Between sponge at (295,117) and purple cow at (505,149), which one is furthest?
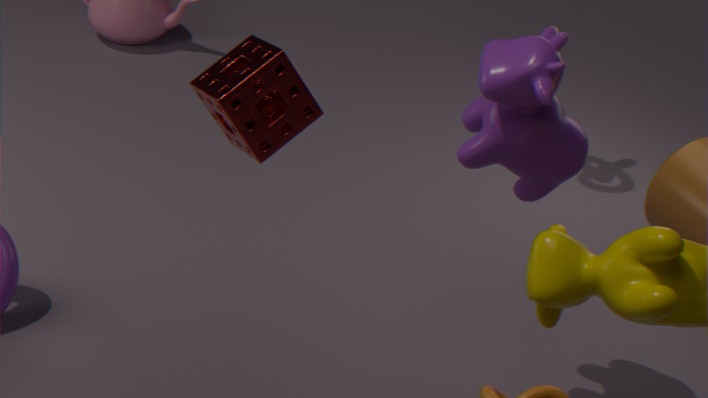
purple cow at (505,149)
